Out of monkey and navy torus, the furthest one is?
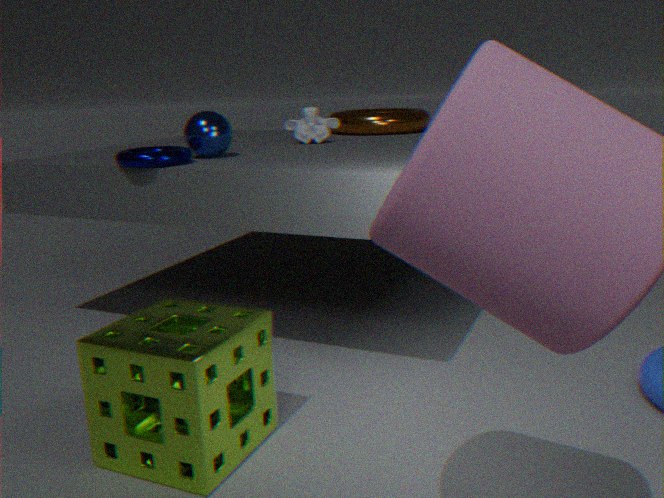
monkey
